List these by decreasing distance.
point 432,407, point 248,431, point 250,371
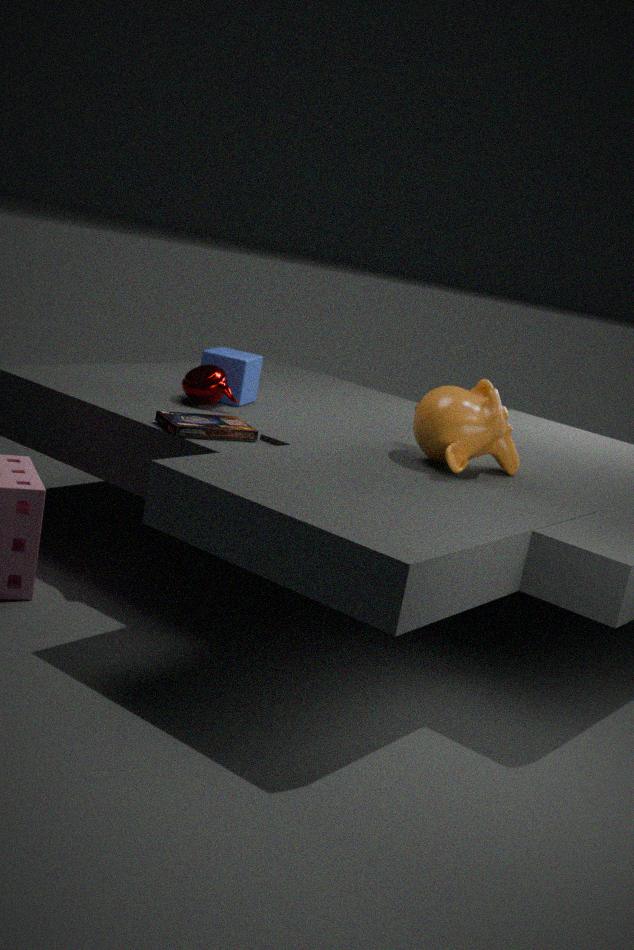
point 250,371 < point 248,431 < point 432,407
